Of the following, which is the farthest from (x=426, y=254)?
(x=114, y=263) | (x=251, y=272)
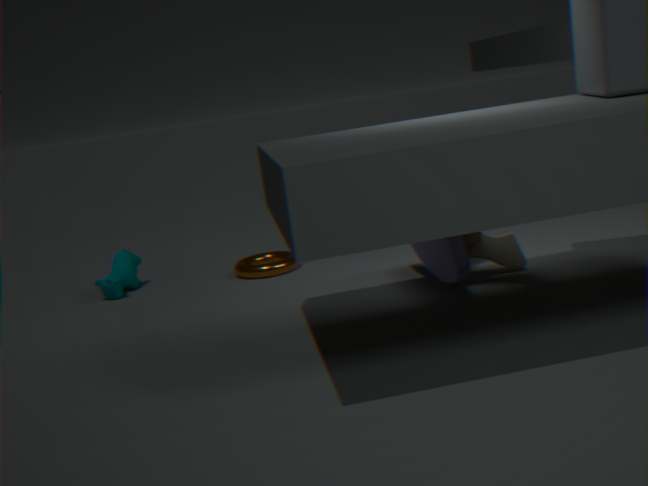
(x=114, y=263)
